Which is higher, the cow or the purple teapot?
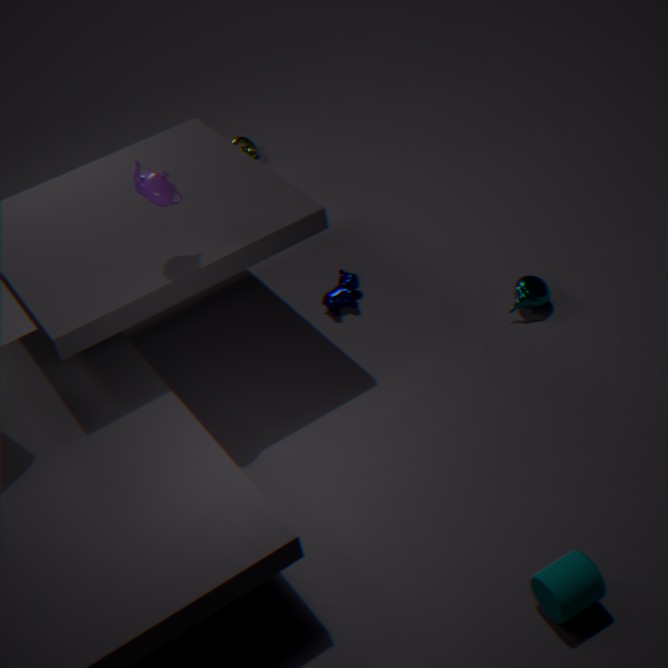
the purple teapot
